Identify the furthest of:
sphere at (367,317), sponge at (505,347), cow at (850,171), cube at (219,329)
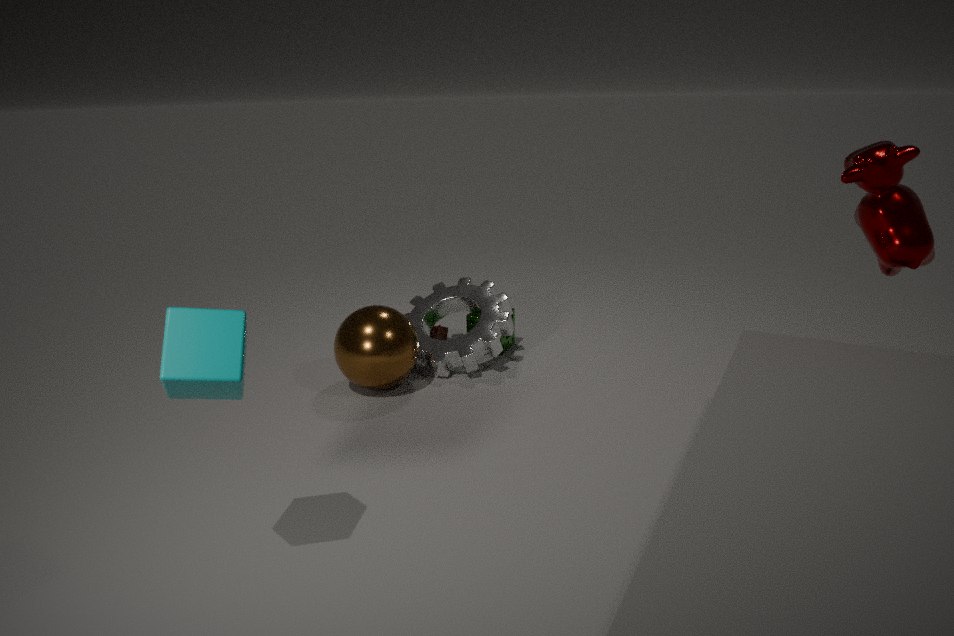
sponge at (505,347)
